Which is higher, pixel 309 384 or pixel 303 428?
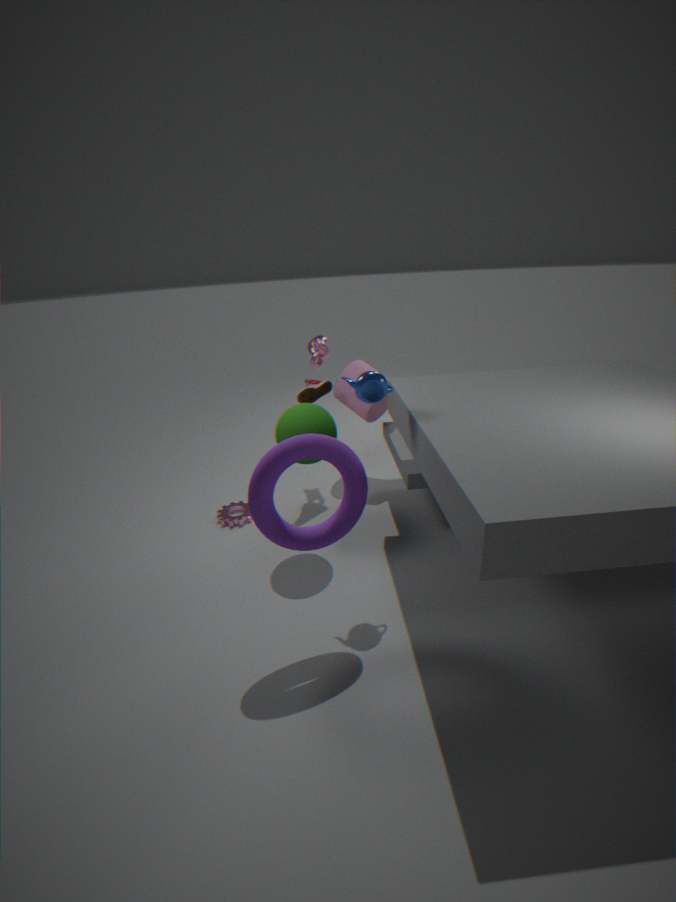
pixel 309 384
